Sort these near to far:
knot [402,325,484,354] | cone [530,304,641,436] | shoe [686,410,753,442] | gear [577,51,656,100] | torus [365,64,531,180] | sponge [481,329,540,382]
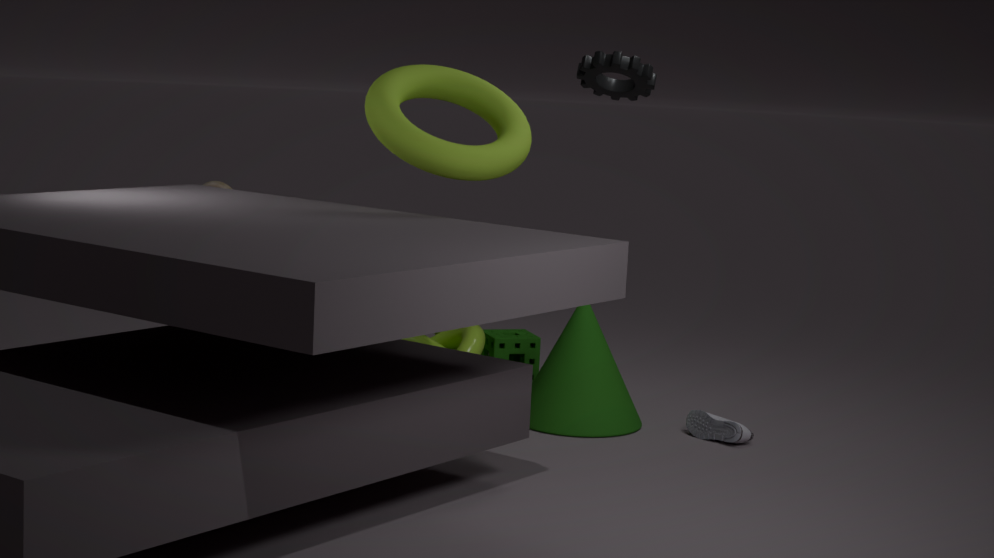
torus [365,64,531,180] → shoe [686,410,753,442] → cone [530,304,641,436] → gear [577,51,656,100] → knot [402,325,484,354] → sponge [481,329,540,382]
